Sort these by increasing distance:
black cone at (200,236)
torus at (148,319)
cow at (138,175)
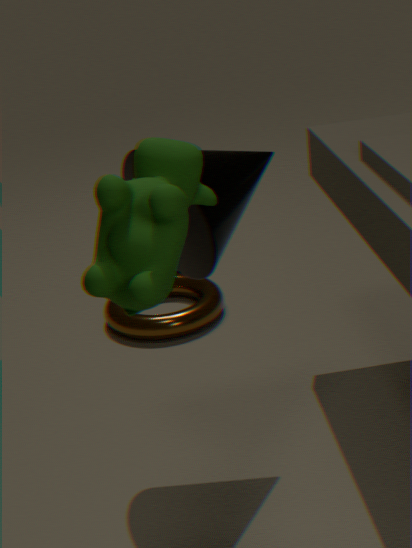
cow at (138,175), black cone at (200,236), torus at (148,319)
